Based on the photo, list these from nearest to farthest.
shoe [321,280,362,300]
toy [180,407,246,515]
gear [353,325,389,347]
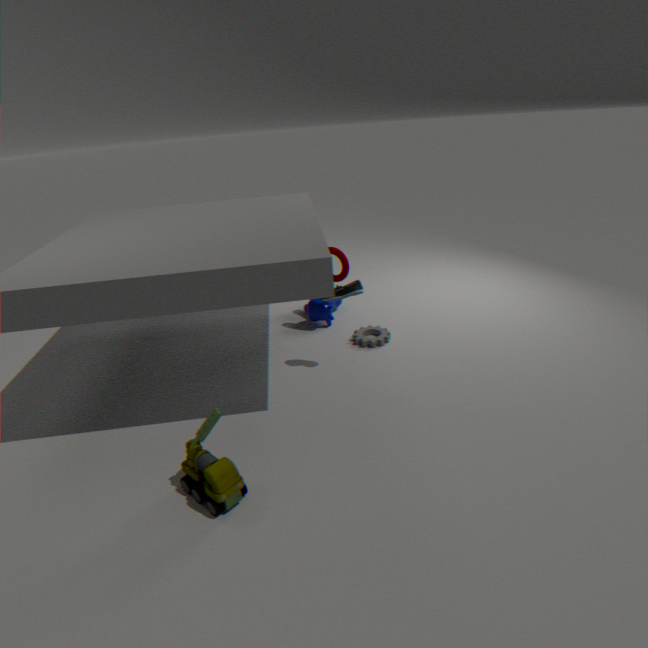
1. toy [180,407,246,515]
2. shoe [321,280,362,300]
3. gear [353,325,389,347]
